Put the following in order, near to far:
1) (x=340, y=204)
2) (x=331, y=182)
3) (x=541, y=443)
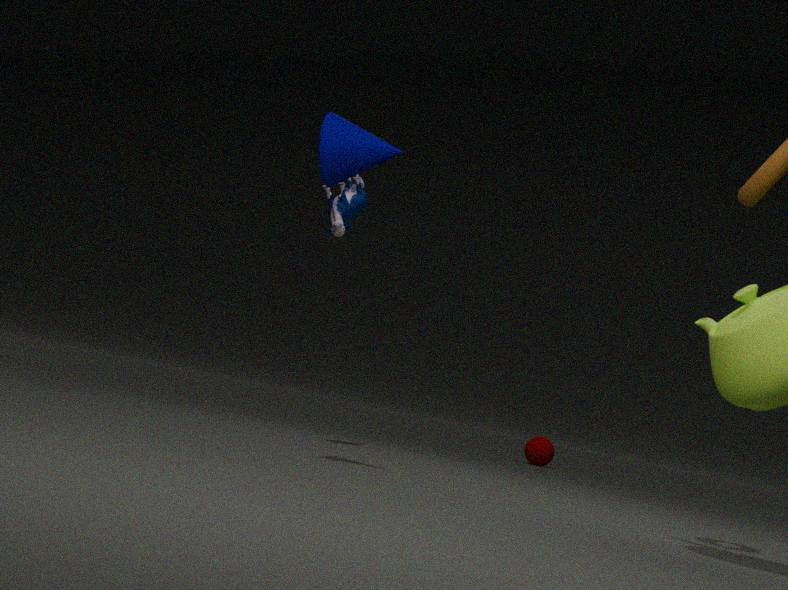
1. 2. (x=331, y=182)
2. 1. (x=340, y=204)
3. 3. (x=541, y=443)
